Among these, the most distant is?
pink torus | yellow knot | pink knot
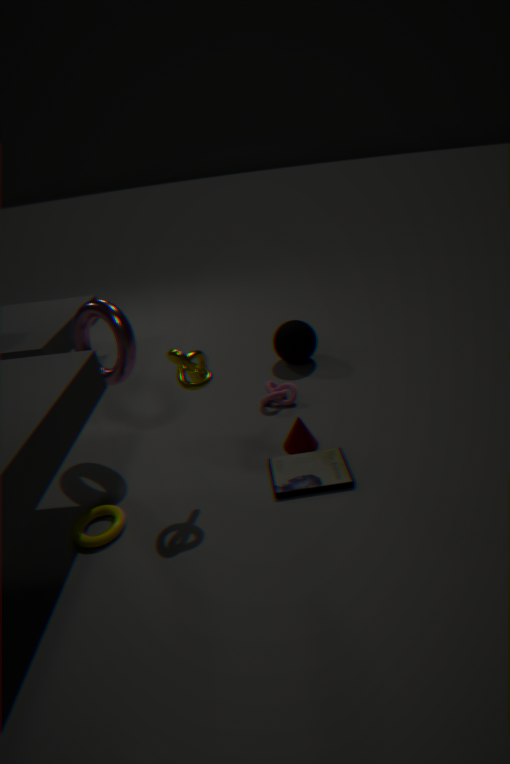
pink knot
